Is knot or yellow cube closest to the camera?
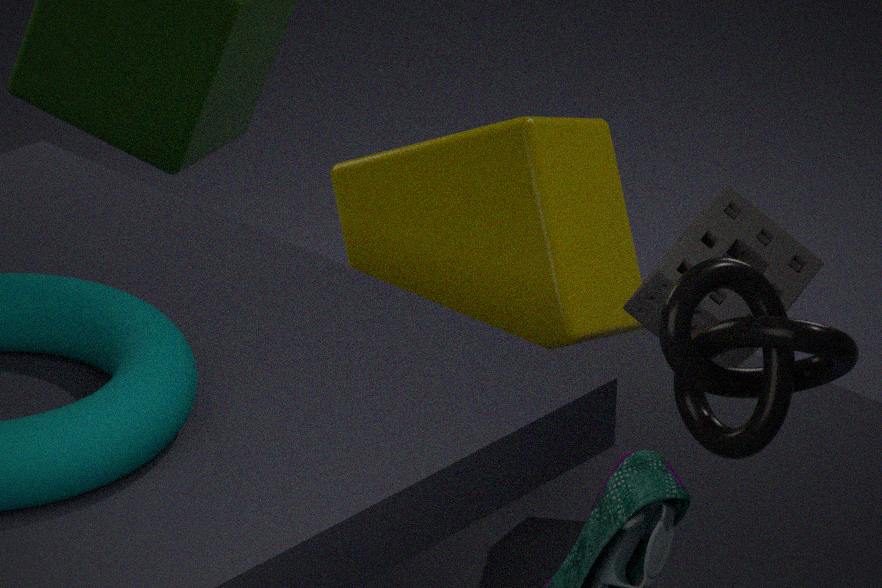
knot
